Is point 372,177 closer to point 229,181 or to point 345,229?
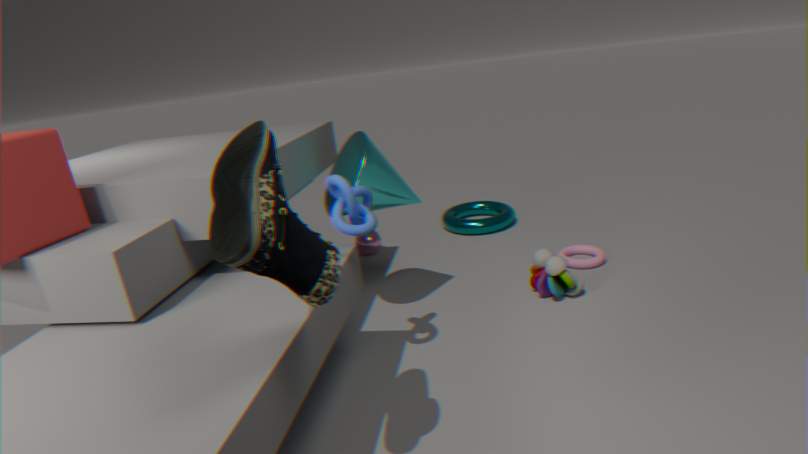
point 345,229
